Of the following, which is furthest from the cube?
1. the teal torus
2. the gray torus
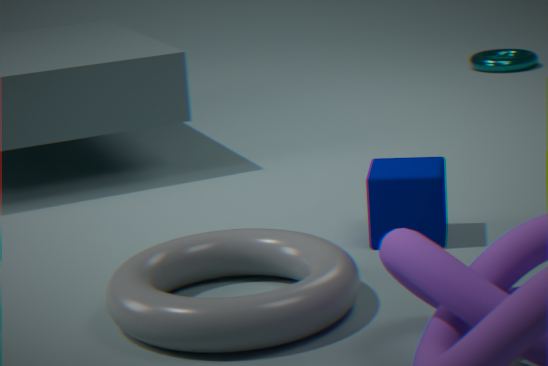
the teal torus
